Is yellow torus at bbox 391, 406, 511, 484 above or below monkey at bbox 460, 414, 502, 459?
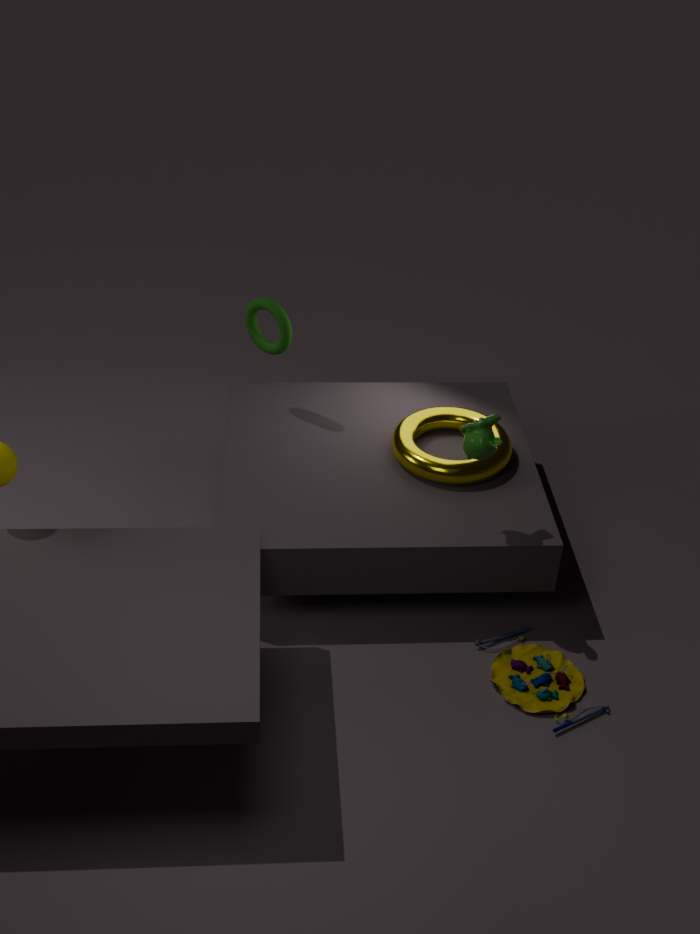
below
